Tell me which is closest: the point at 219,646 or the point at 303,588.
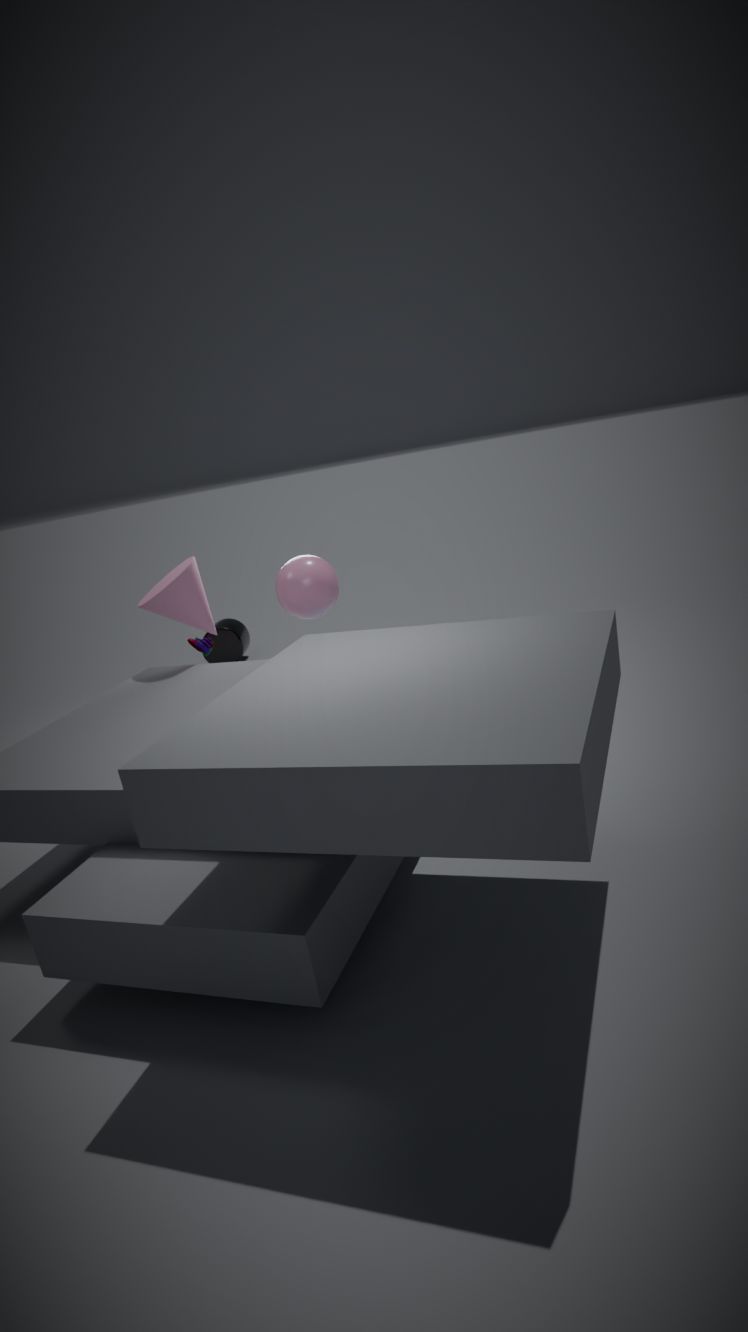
the point at 303,588
